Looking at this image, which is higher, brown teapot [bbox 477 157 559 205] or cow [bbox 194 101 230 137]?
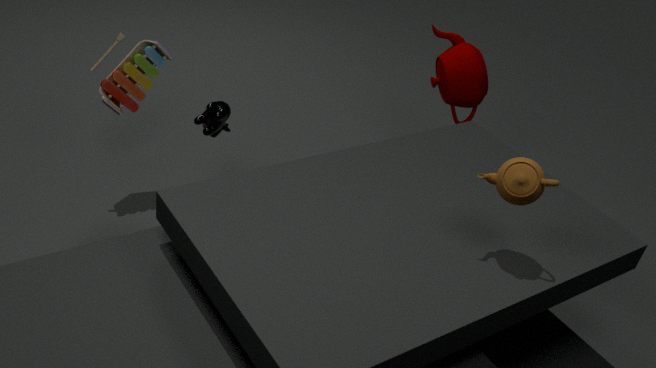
brown teapot [bbox 477 157 559 205]
